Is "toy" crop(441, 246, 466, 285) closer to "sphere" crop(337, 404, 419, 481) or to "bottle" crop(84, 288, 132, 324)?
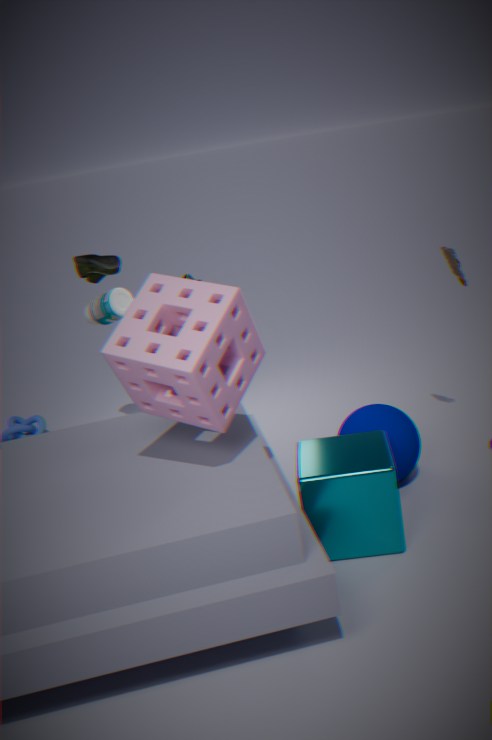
"sphere" crop(337, 404, 419, 481)
